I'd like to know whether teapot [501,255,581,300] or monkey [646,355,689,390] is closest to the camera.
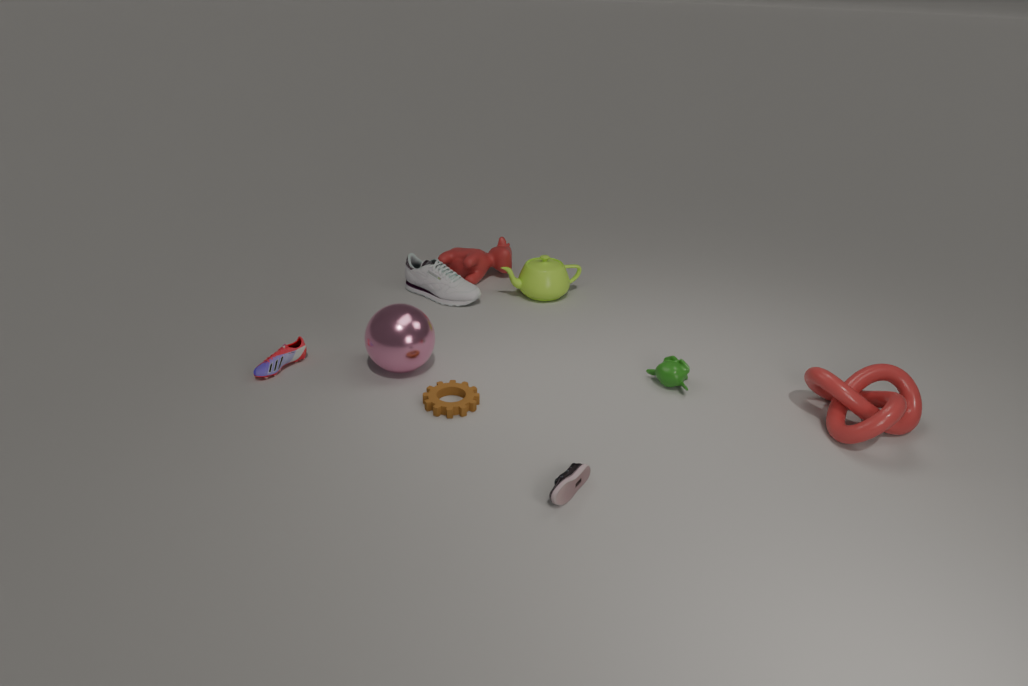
monkey [646,355,689,390]
